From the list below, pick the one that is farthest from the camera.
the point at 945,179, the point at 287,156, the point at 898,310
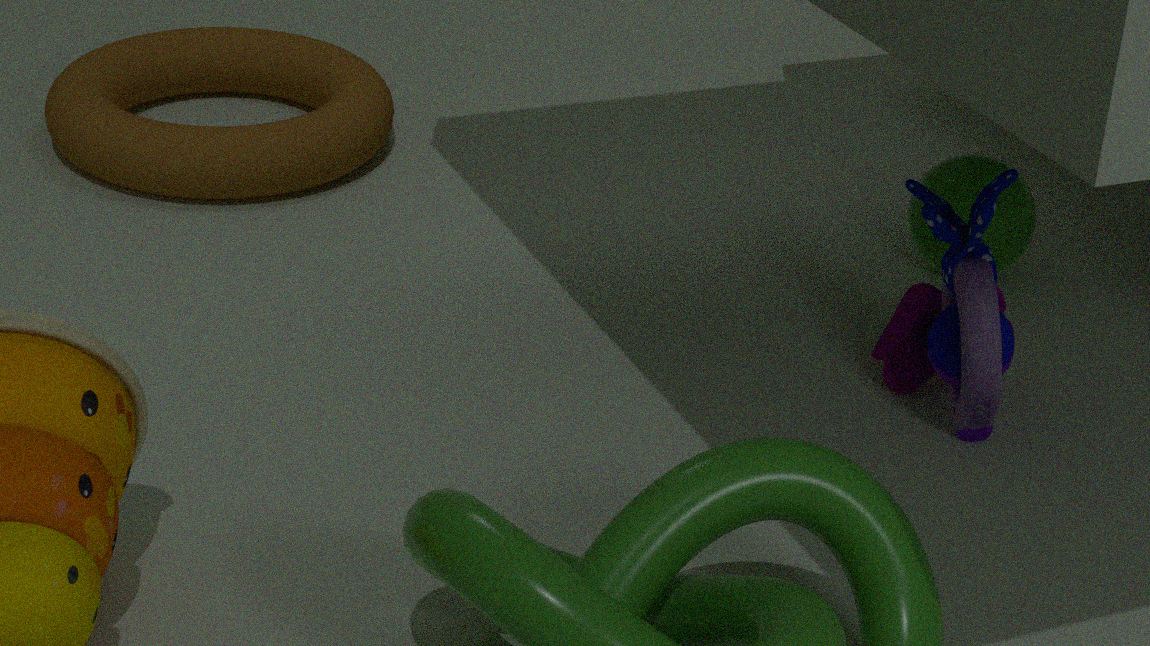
the point at 287,156
